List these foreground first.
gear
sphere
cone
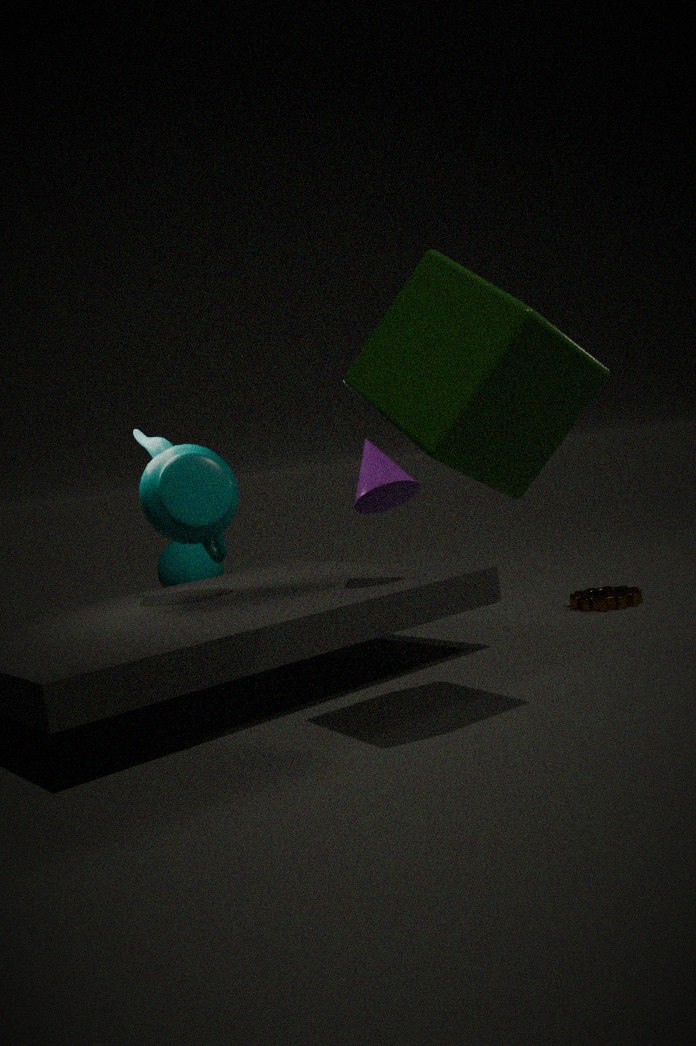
cone, gear, sphere
